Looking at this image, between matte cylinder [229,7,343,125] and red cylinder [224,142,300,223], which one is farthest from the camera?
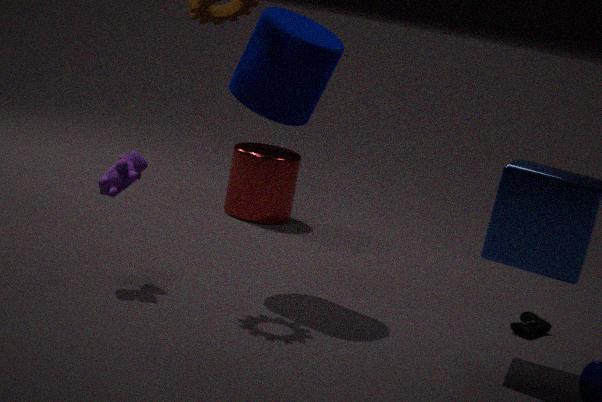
red cylinder [224,142,300,223]
